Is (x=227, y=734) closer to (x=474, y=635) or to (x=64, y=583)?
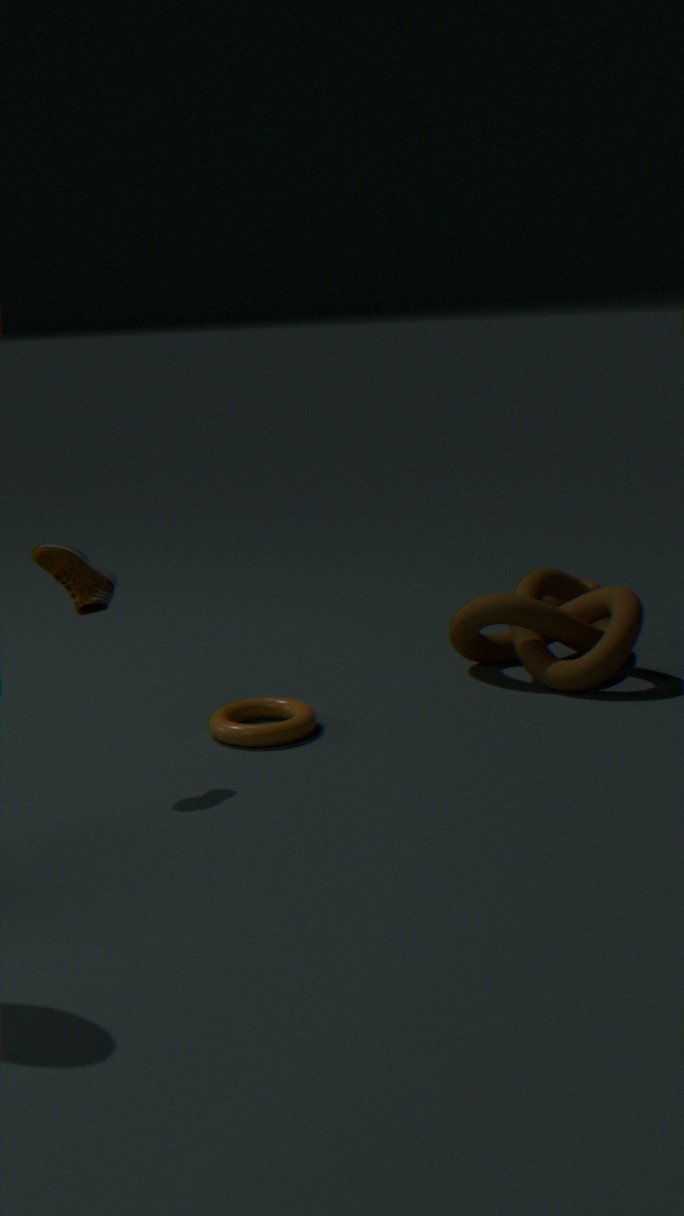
(x=64, y=583)
